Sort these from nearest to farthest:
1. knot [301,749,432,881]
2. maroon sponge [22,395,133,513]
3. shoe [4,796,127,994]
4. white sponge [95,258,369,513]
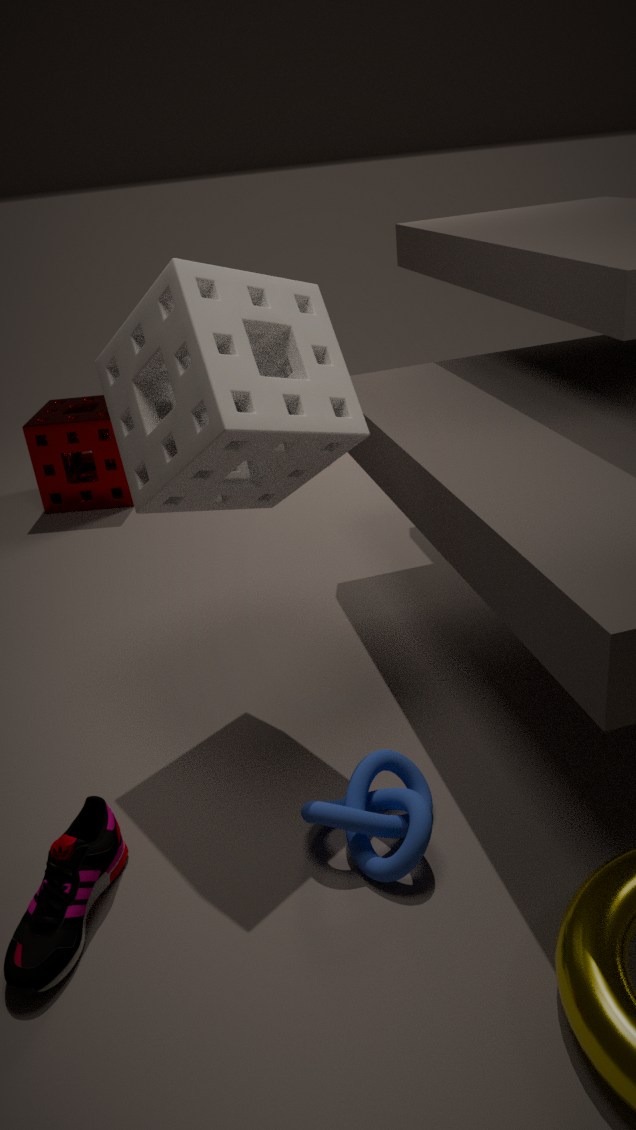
shoe [4,796,127,994] → knot [301,749,432,881] → white sponge [95,258,369,513] → maroon sponge [22,395,133,513]
